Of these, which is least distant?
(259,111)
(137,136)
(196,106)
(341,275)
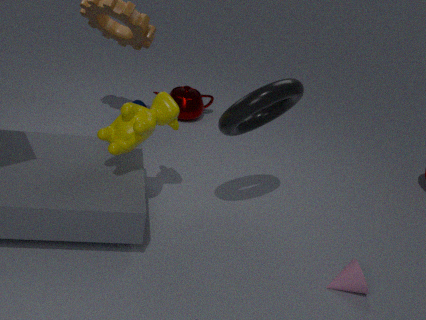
(137,136)
